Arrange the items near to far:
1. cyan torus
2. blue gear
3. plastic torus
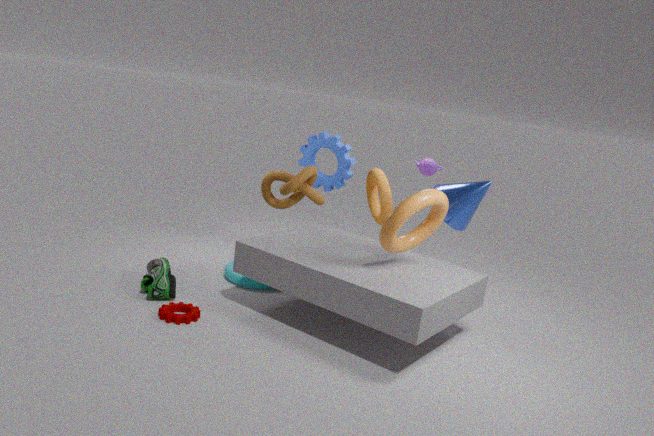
plastic torus → cyan torus → blue gear
